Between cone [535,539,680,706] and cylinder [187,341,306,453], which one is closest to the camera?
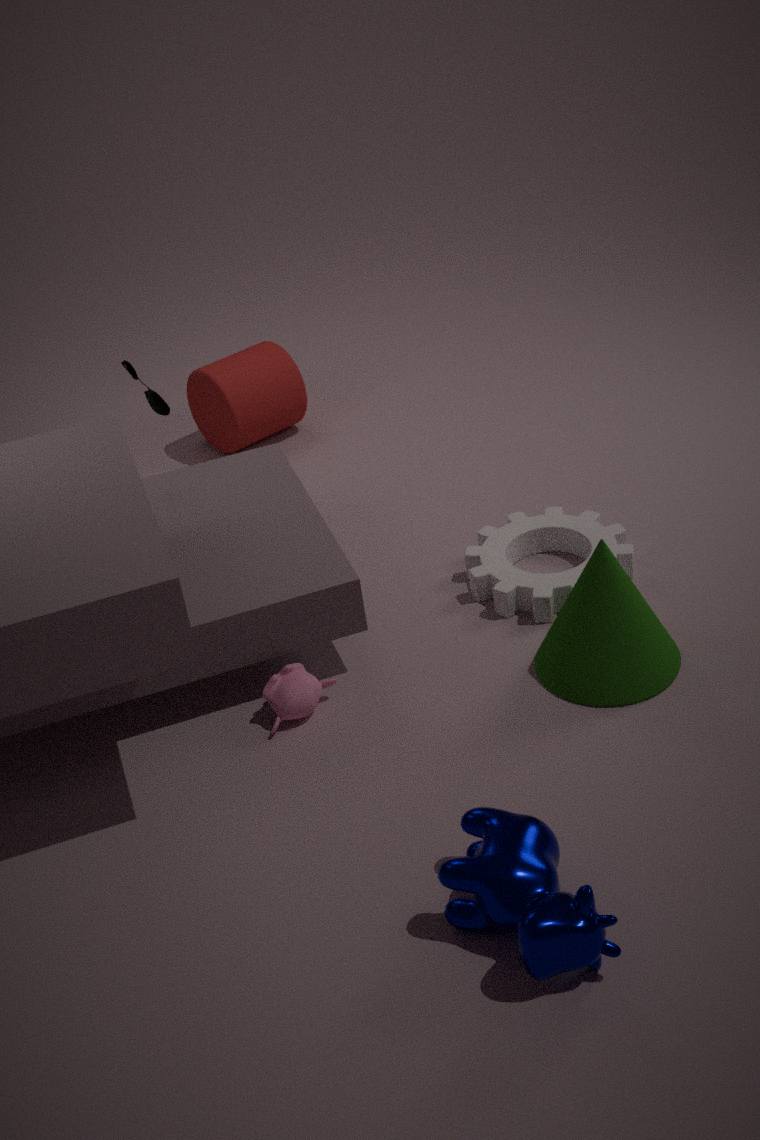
cone [535,539,680,706]
